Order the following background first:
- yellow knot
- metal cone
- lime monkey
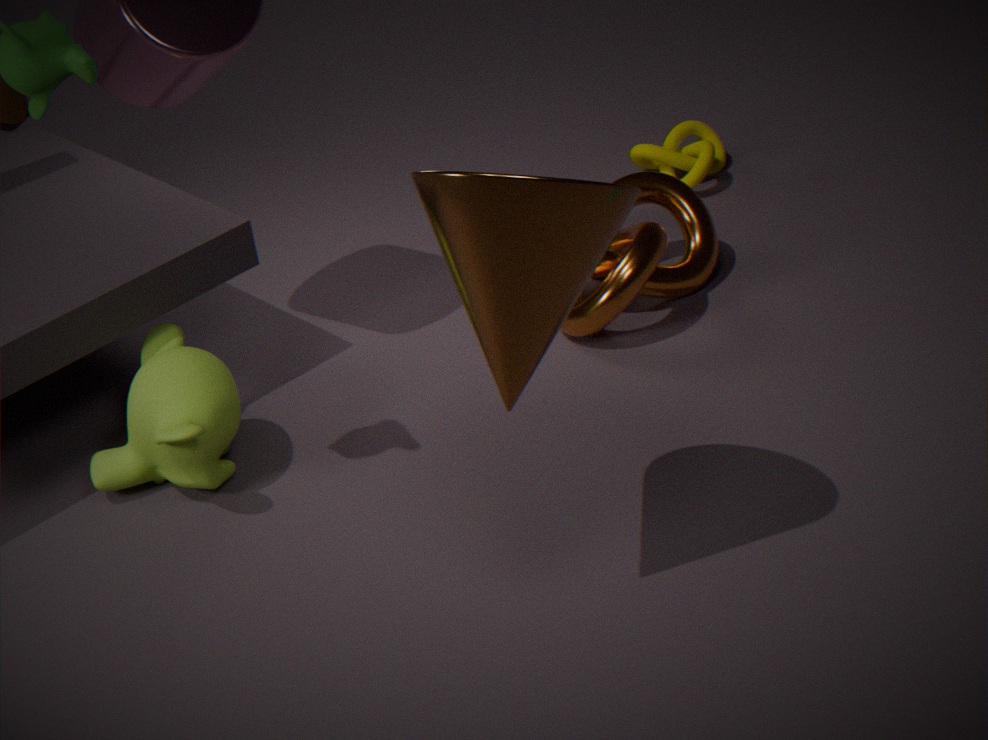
yellow knot, lime monkey, metal cone
